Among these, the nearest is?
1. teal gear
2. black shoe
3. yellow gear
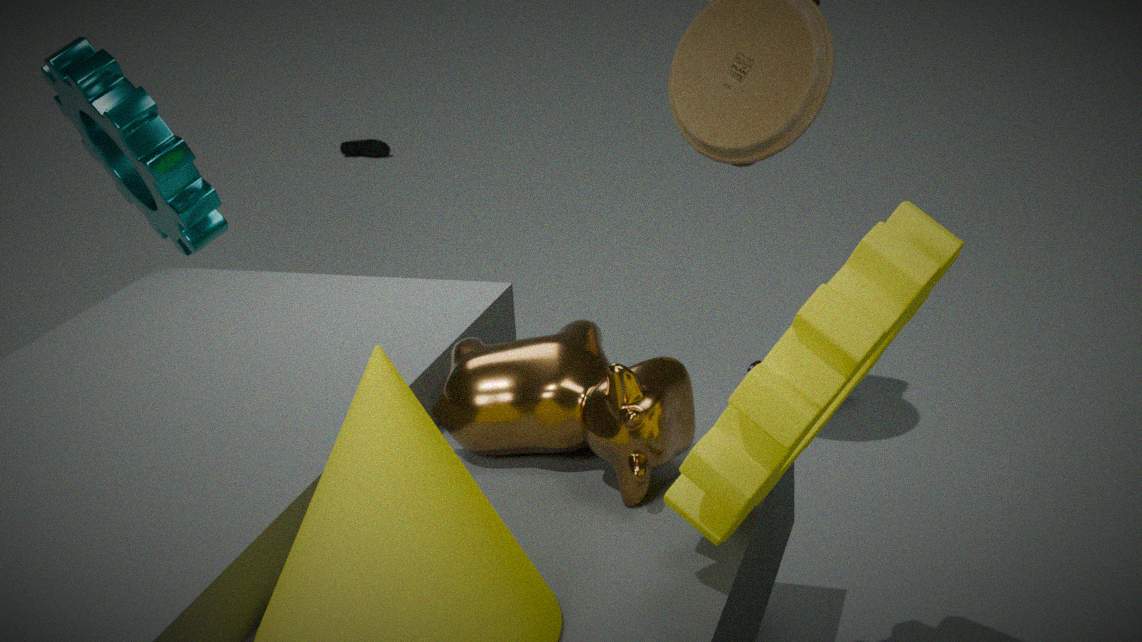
yellow gear
